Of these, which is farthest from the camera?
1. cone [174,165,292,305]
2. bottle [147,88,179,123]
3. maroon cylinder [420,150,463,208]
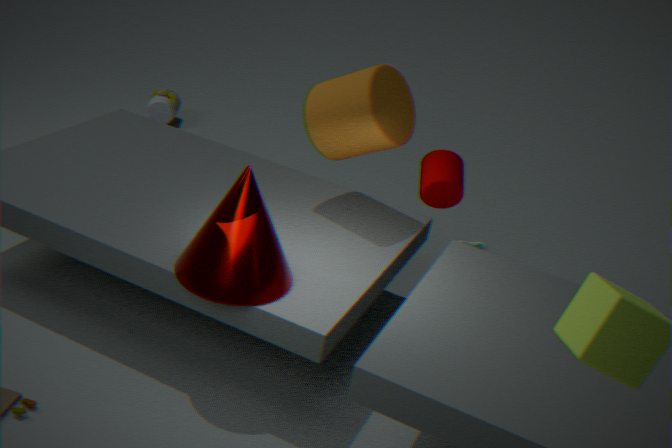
bottle [147,88,179,123]
